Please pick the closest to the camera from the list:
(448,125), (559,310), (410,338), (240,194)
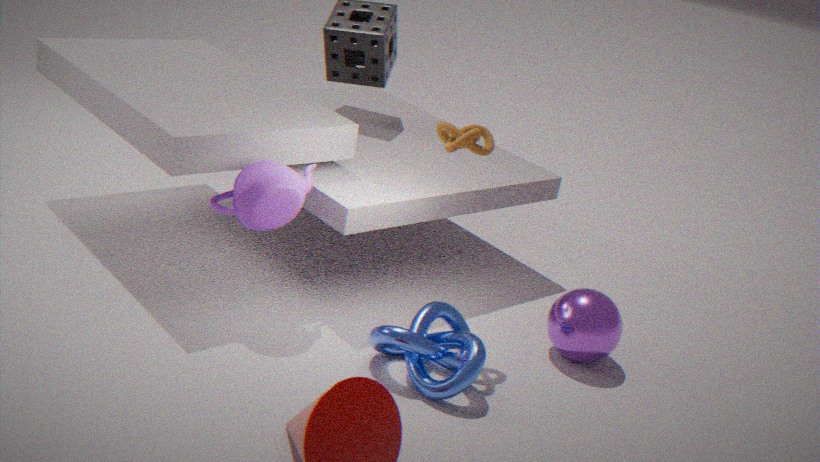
(410,338)
